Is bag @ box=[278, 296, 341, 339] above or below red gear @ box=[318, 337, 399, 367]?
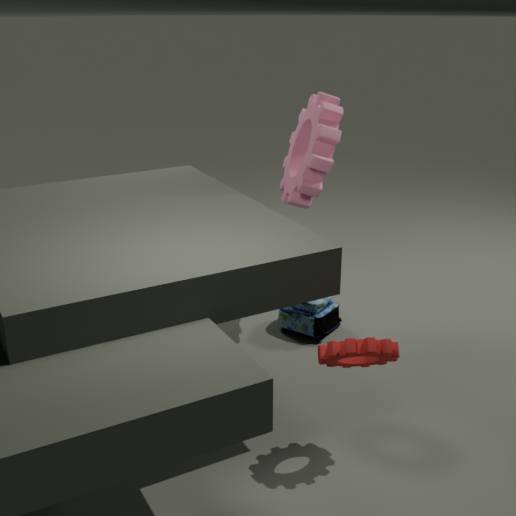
below
